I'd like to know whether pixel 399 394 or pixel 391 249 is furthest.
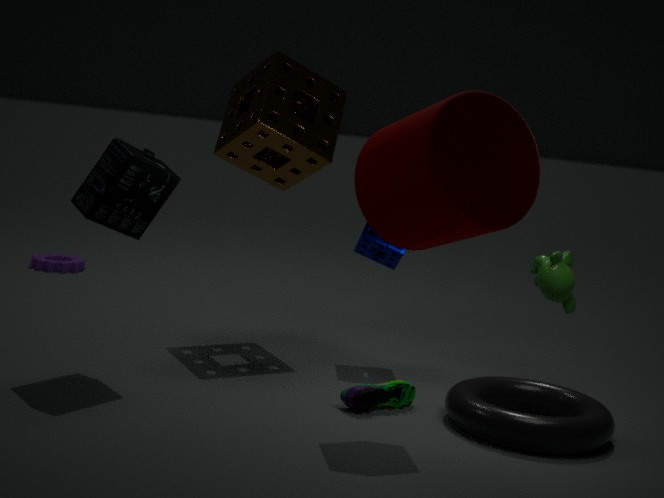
pixel 391 249
